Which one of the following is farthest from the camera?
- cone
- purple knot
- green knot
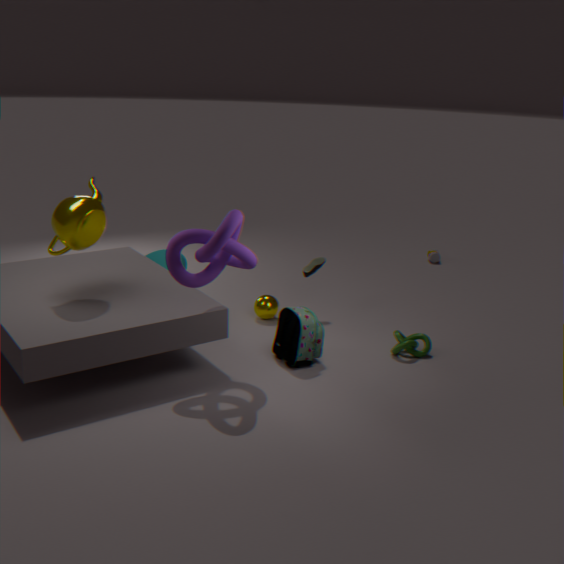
cone
